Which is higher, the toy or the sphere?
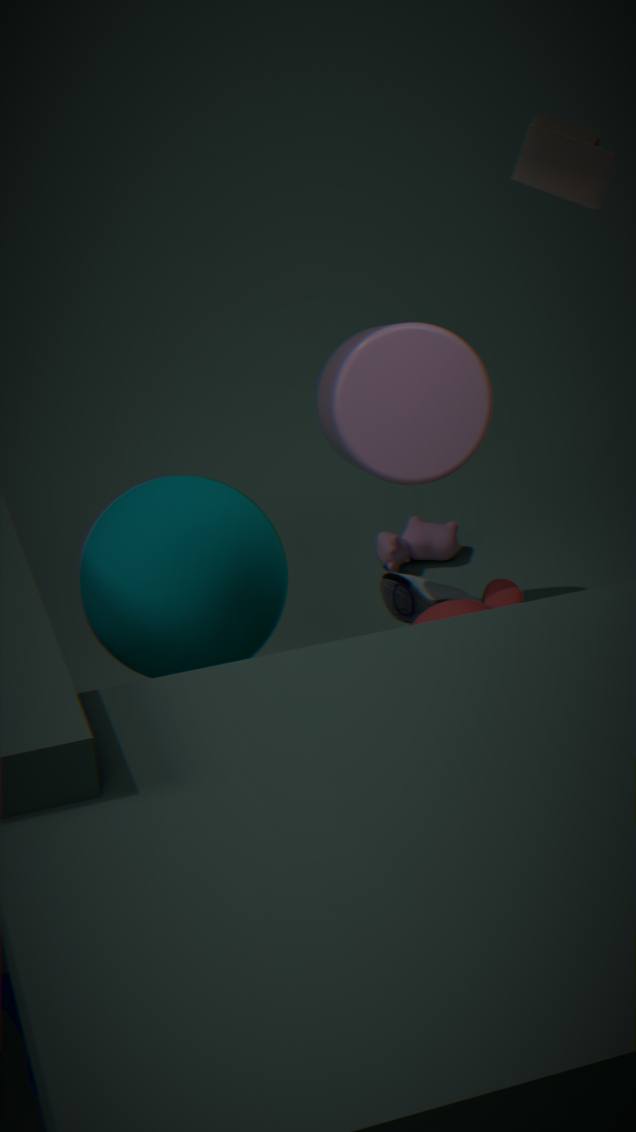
the toy
